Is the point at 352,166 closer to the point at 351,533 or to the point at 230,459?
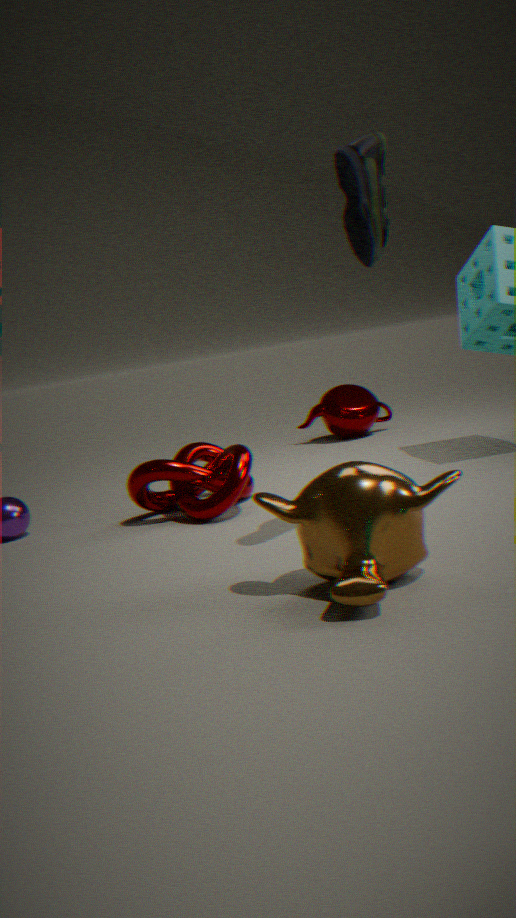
the point at 351,533
